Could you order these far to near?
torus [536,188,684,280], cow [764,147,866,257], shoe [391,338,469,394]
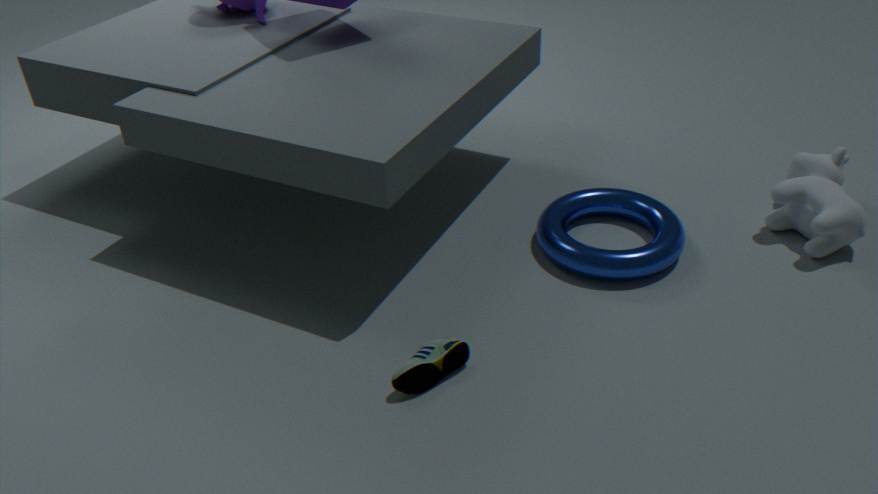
cow [764,147,866,257] → torus [536,188,684,280] → shoe [391,338,469,394]
